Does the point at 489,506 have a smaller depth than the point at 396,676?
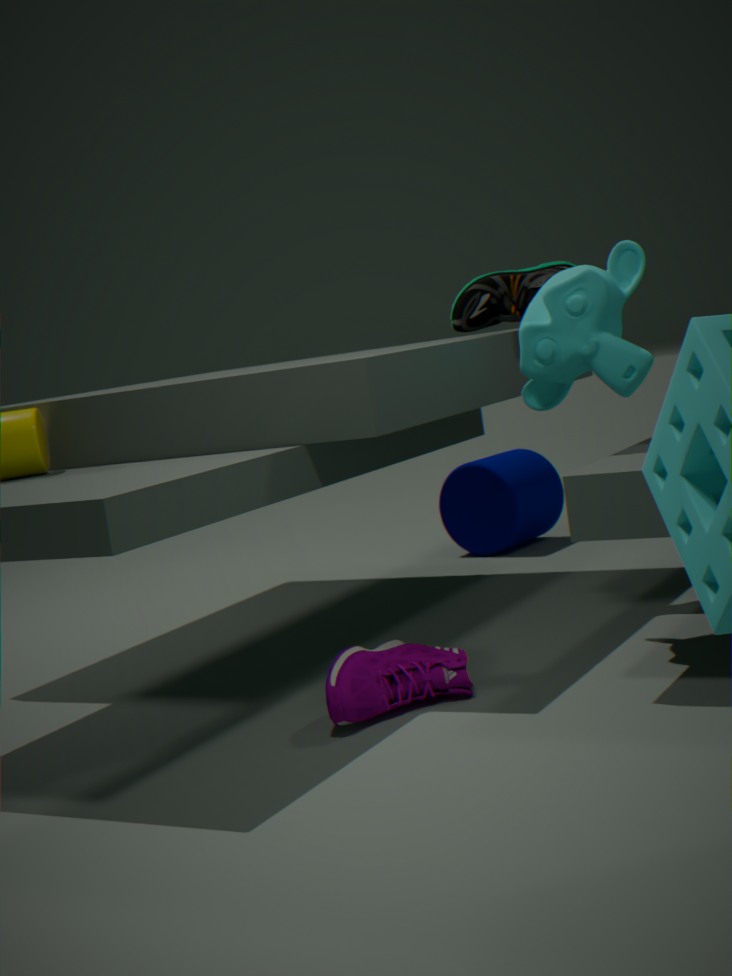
No
